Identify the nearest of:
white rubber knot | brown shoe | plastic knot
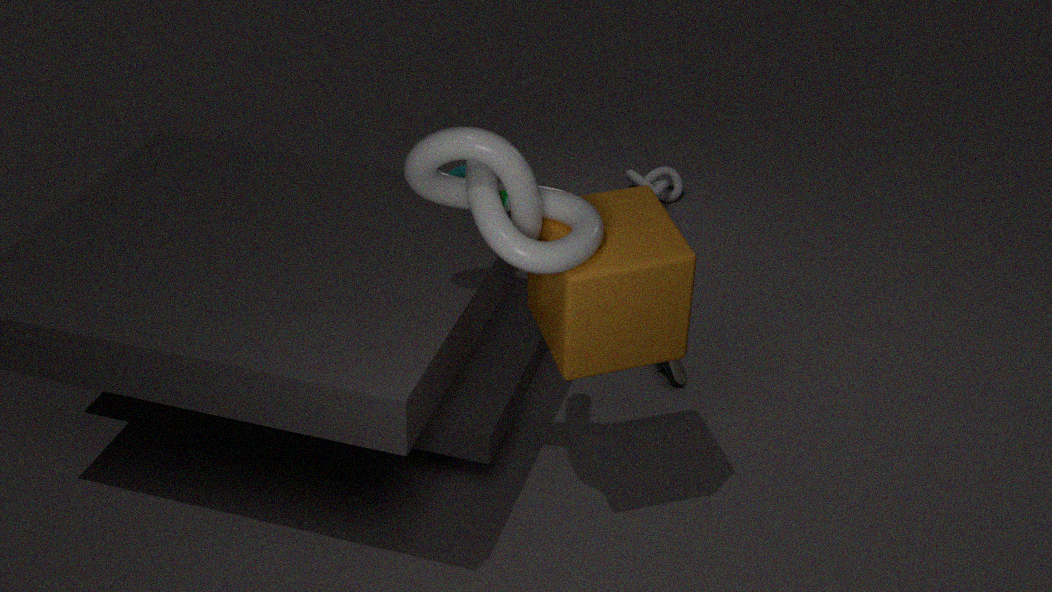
plastic knot
